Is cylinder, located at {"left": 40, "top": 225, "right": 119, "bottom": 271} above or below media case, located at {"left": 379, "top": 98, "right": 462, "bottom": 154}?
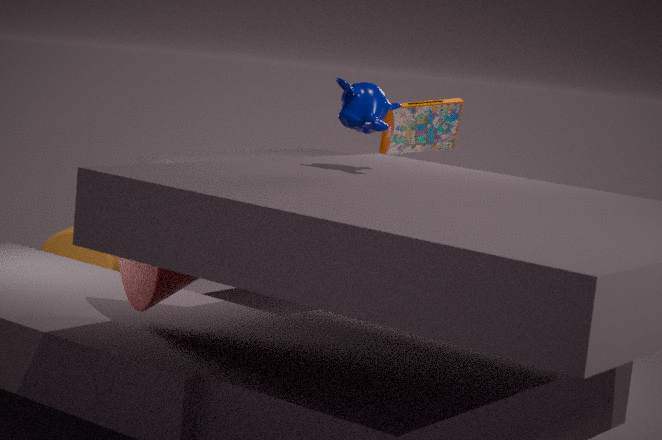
below
